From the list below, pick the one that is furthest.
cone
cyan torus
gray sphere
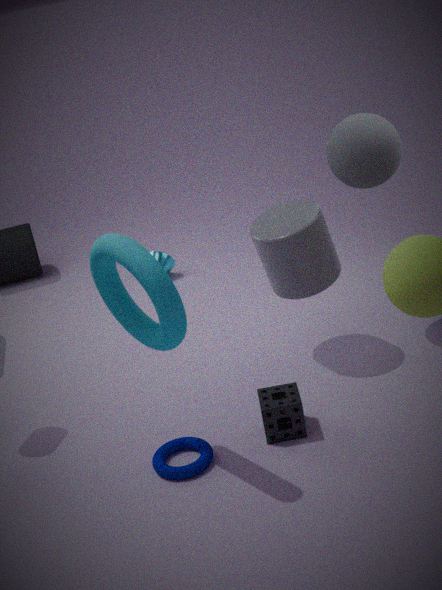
cone
